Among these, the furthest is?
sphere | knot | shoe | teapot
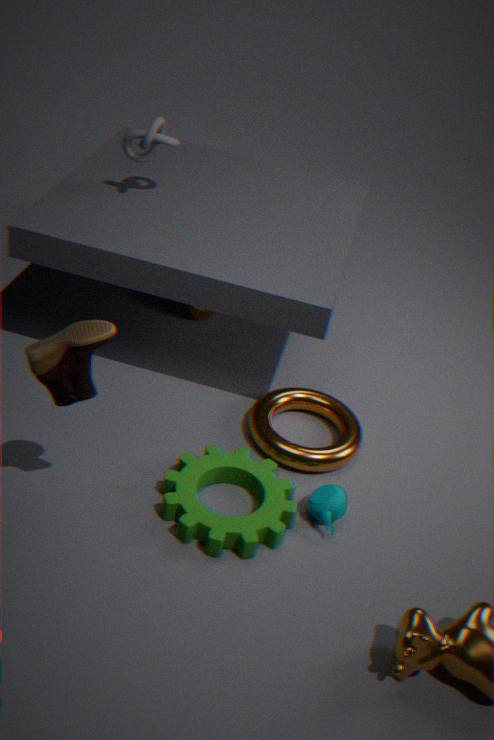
sphere
